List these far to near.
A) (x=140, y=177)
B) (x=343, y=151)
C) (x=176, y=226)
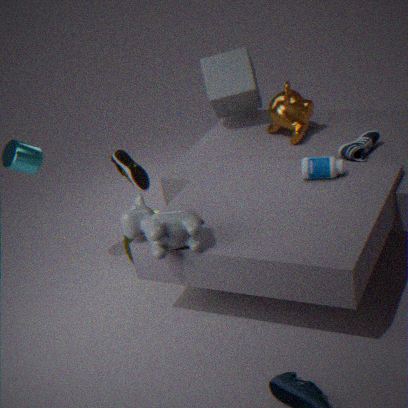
(x=140, y=177) < (x=343, y=151) < (x=176, y=226)
